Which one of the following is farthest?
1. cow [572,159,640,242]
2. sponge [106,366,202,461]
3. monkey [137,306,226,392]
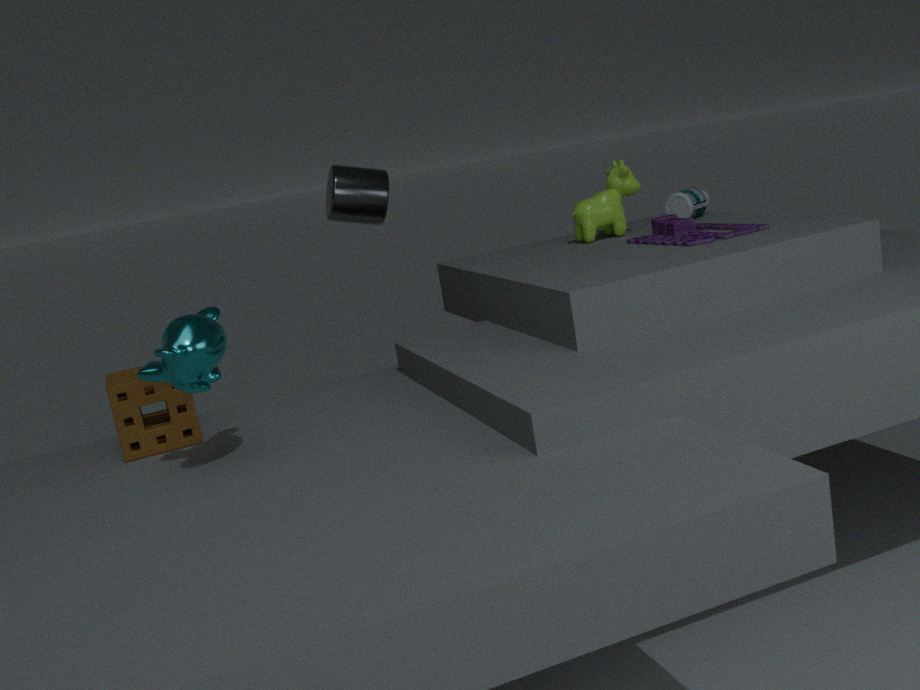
cow [572,159,640,242]
